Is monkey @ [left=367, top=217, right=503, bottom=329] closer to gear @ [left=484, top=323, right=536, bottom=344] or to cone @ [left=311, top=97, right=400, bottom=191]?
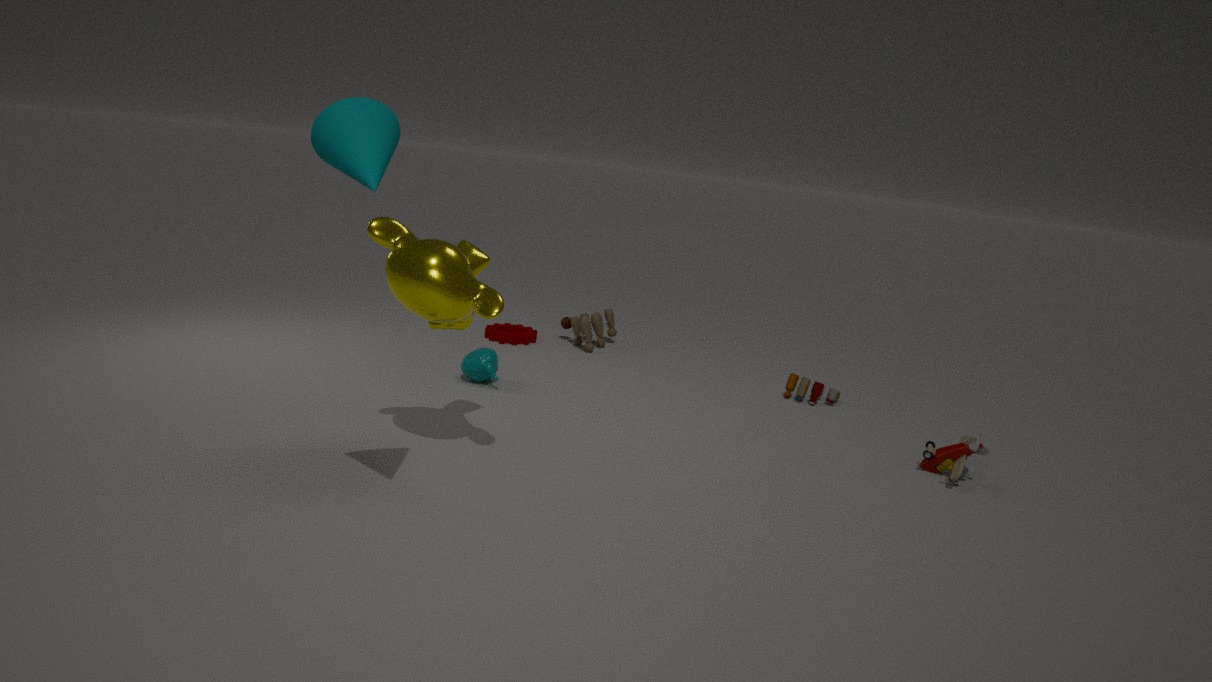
cone @ [left=311, top=97, right=400, bottom=191]
